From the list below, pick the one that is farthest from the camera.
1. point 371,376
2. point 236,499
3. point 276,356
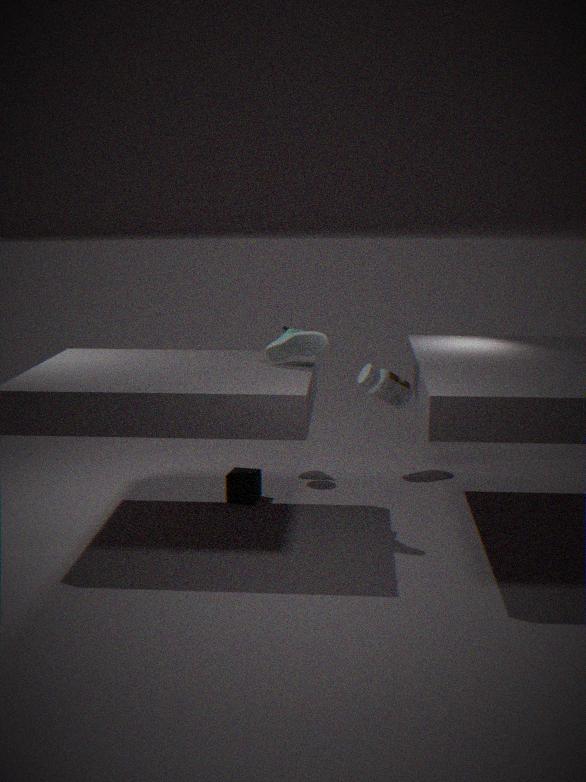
point 371,376
